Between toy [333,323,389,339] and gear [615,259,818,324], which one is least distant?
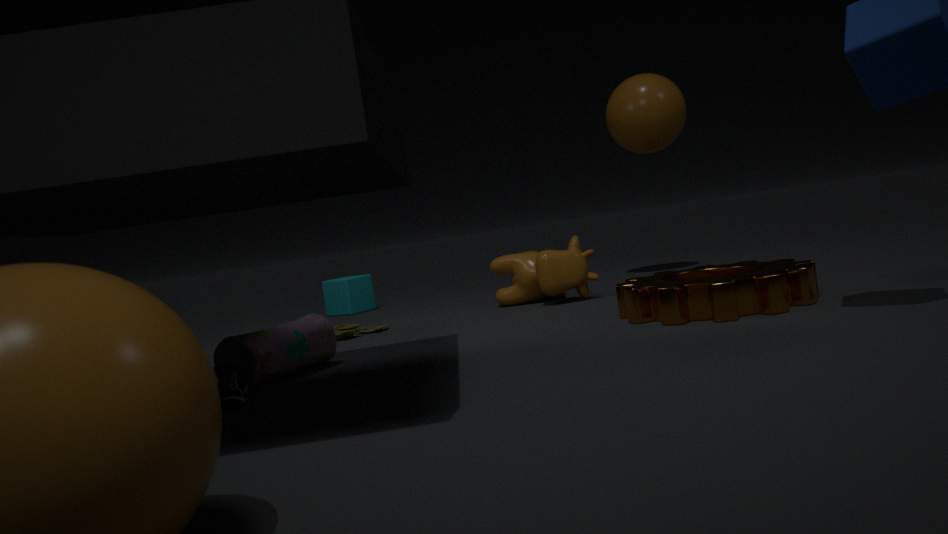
gear [615,259,818,324]
